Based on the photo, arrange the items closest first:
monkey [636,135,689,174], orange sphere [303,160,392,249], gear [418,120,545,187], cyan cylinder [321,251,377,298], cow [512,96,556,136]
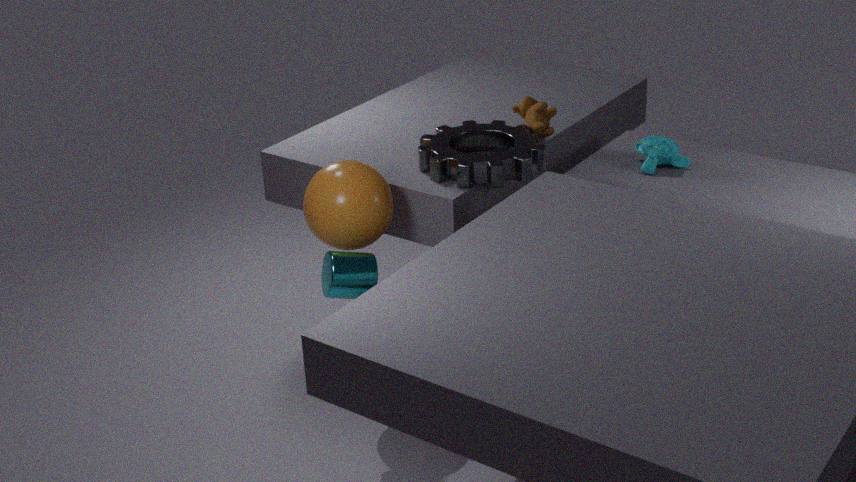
cyan cylinder [321,251,377,298]
orange sphere [303,160,392,249]
gear [418,120,545,187]
monkey [636,135,689,174]
cow [512,96,556,136]
